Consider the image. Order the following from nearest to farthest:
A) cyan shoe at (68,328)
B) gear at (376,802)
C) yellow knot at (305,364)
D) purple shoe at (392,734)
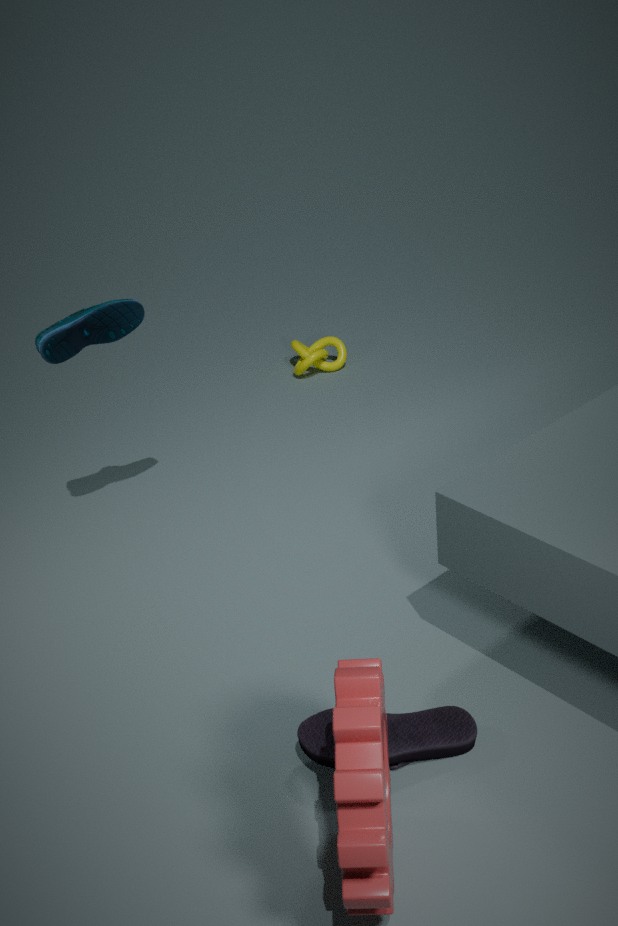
gear at (376,802), purple shoe at (392,734), cyan shoe at (68,328), yellow knot at (305,364)
